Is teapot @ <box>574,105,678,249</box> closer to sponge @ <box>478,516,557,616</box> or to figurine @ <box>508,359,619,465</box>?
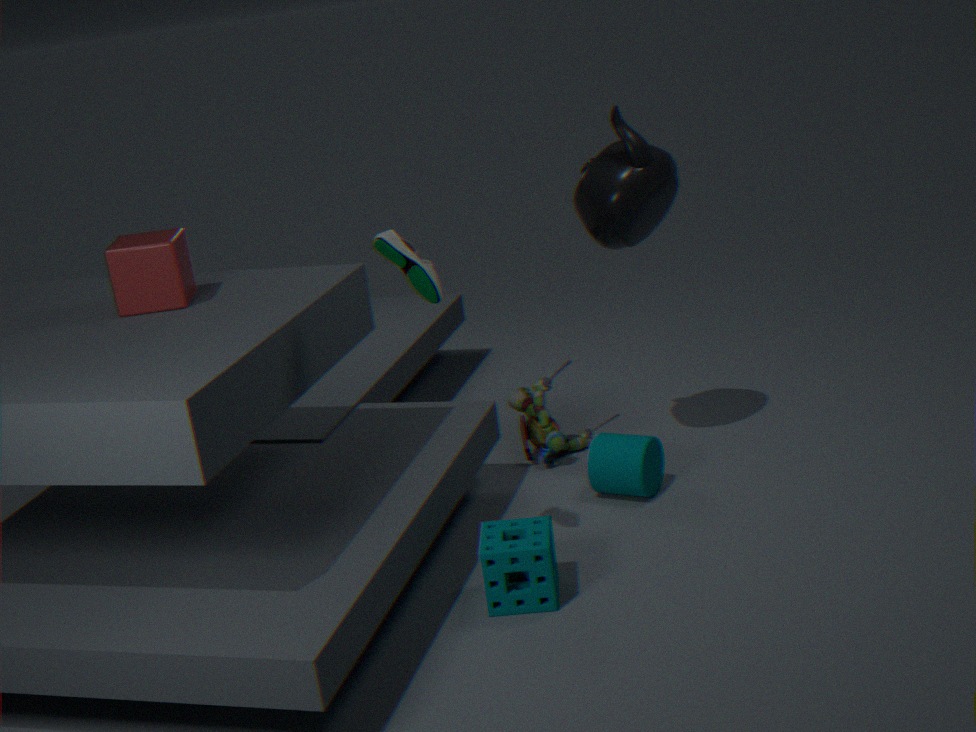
figurine @ <box>508,359,619,465</box>
